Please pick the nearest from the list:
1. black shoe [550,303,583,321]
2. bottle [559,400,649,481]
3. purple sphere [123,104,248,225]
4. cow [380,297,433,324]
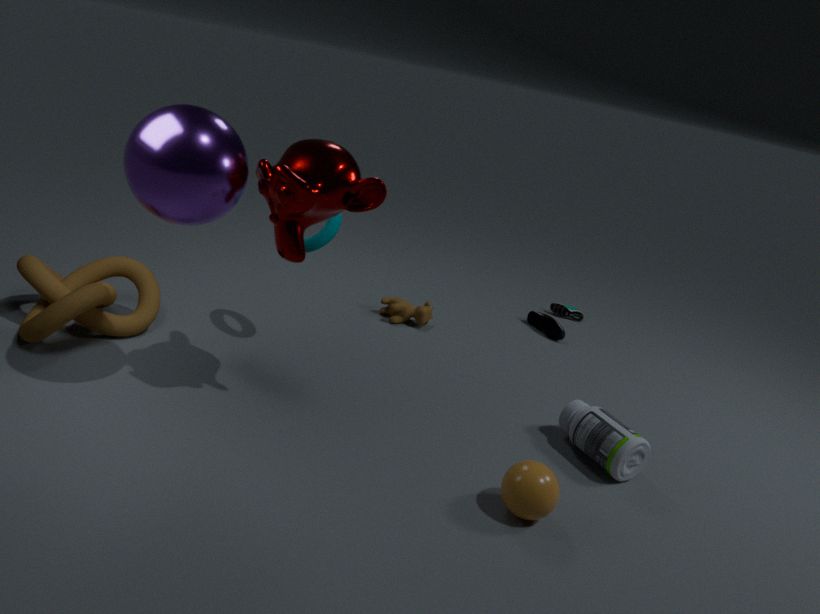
purple sphere [123,104,248,225]
